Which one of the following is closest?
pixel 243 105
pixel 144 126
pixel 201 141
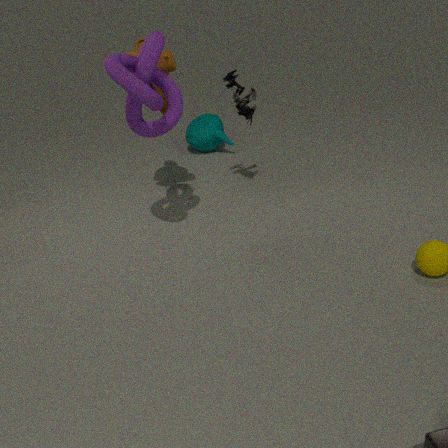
pixel 144 126
